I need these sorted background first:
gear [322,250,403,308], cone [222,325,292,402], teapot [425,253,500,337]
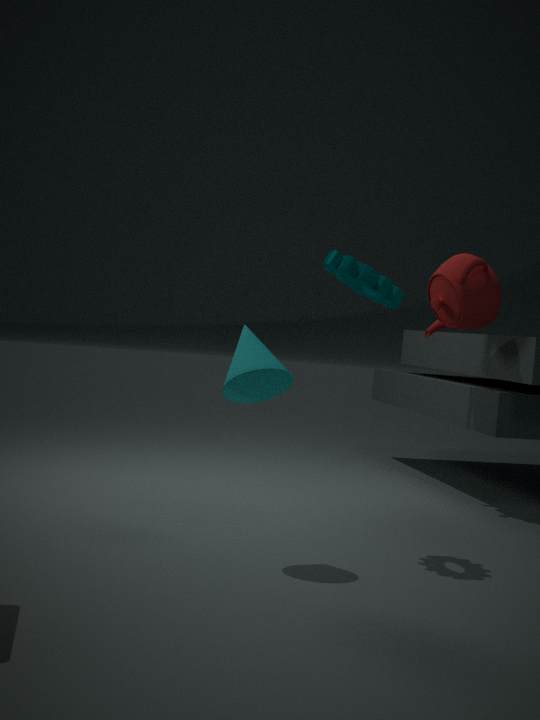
teapot [425,253,500,337]
gear [322,250,403,308]
cone [222,325,292,402]
